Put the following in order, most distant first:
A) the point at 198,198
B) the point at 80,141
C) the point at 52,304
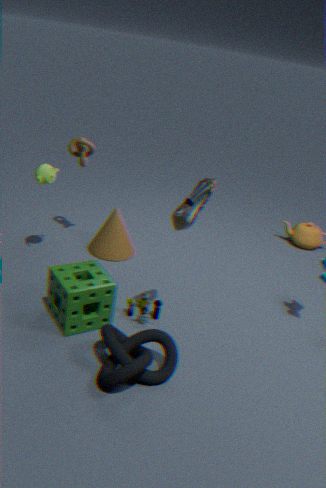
the point at 80,141 → the point at 52,304 → the point at 198,198
